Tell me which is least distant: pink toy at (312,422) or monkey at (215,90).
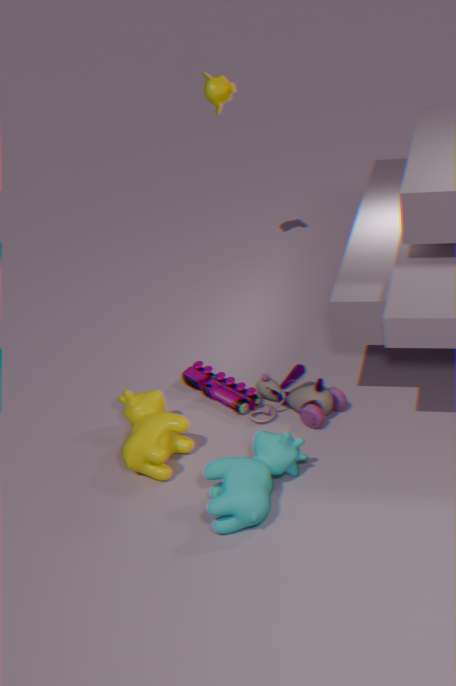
pink toy at (312,422)
